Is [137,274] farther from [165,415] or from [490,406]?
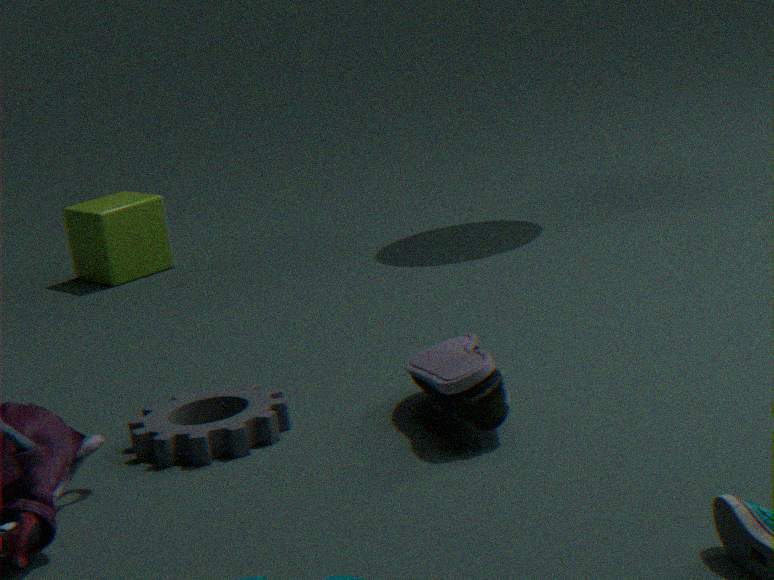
[490,406]
